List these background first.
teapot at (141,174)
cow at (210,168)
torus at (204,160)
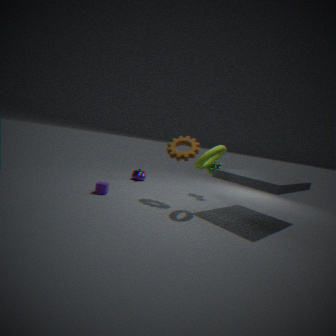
teapot at (141,174), cow at (210,168), torus at (204,160)
